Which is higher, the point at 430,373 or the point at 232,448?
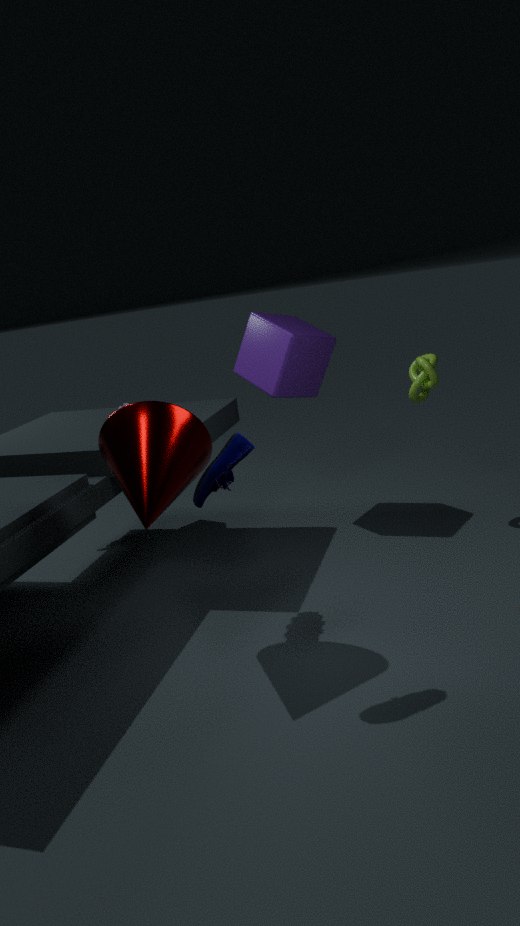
the point at 232,448
